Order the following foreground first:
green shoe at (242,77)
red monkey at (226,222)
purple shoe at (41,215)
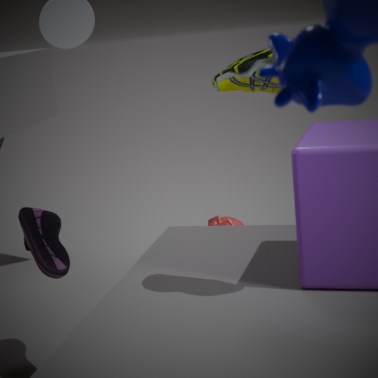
green shoe at (242,77)
purple shoe at (41,215)
red monkey at (226,222)
